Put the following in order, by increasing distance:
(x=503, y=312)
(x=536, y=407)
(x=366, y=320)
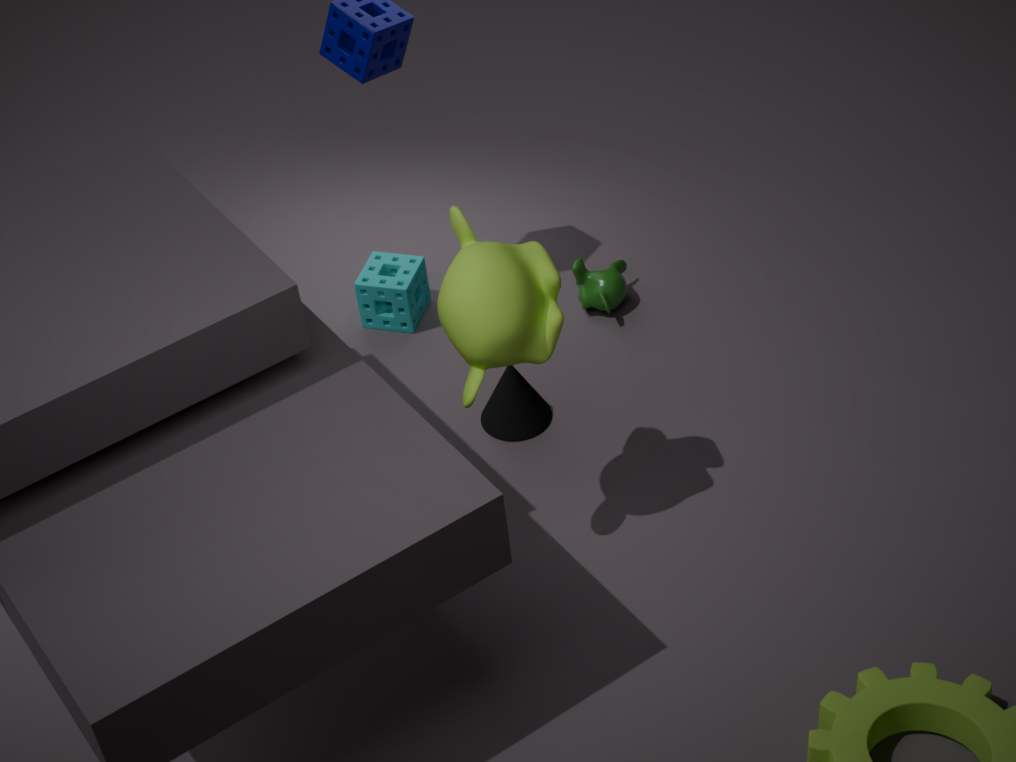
1. (x=503, y=312)
2. (x=536, y=407)
3. (x=366, y=320)
